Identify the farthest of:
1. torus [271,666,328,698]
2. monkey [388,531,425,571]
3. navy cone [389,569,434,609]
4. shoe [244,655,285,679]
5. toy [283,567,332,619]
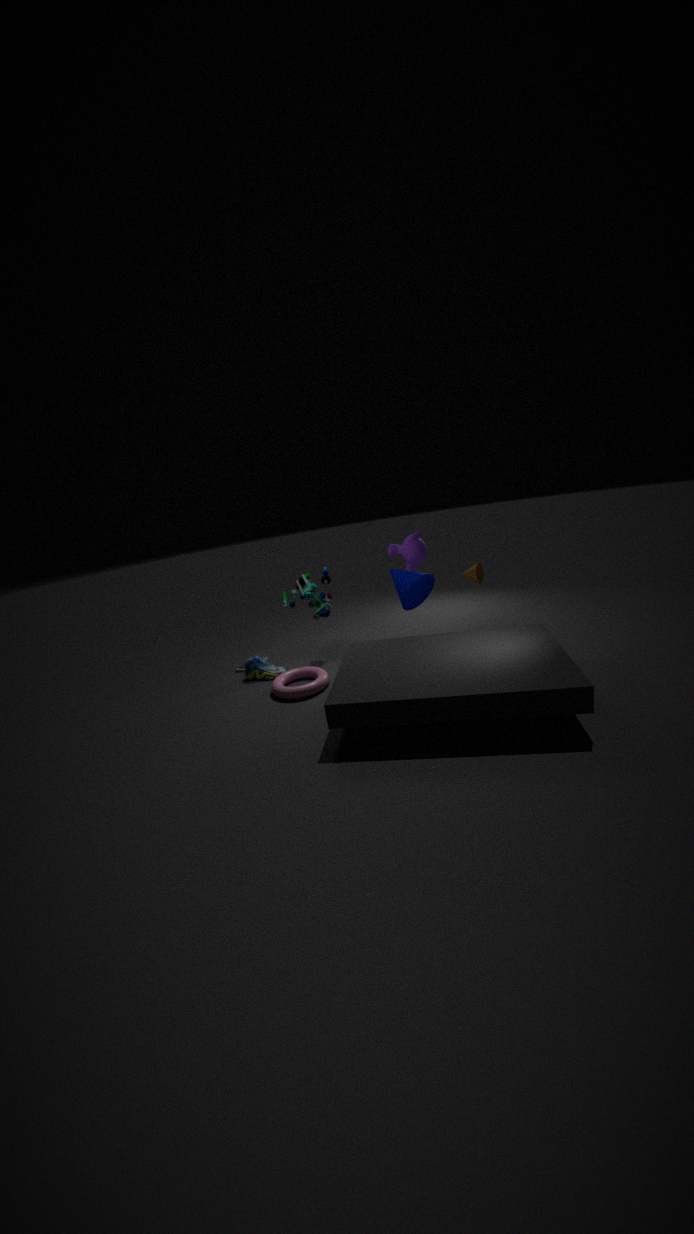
monkey [388,531,425,571]
